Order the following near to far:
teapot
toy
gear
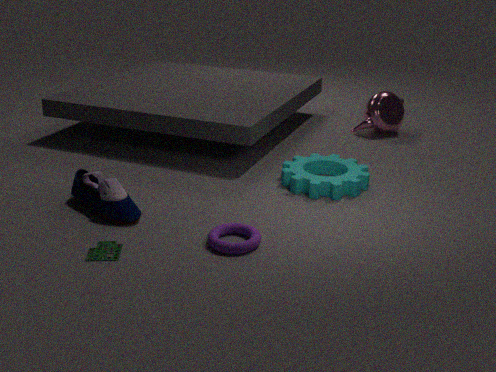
toy, gear, teapot
